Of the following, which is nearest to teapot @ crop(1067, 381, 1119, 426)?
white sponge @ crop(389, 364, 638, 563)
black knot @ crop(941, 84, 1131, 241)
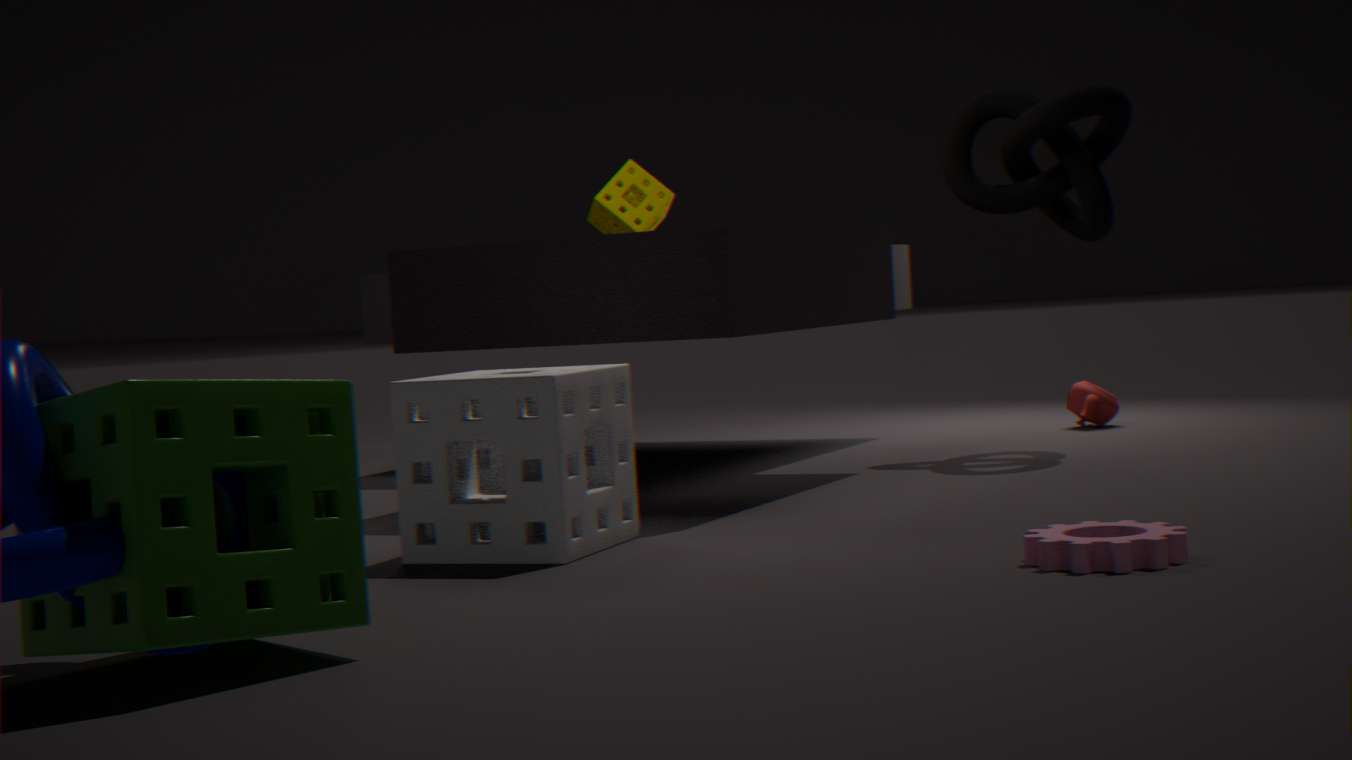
black knot @ crop(941, 84, 1131, 241)
